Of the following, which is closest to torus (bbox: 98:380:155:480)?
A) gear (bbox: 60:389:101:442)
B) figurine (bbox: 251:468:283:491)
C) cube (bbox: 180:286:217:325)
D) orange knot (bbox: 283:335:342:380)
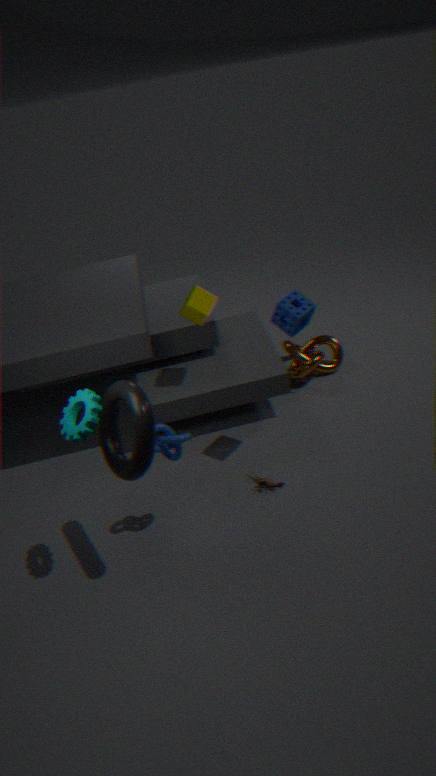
gear (bbox: 60:389:101:442)
